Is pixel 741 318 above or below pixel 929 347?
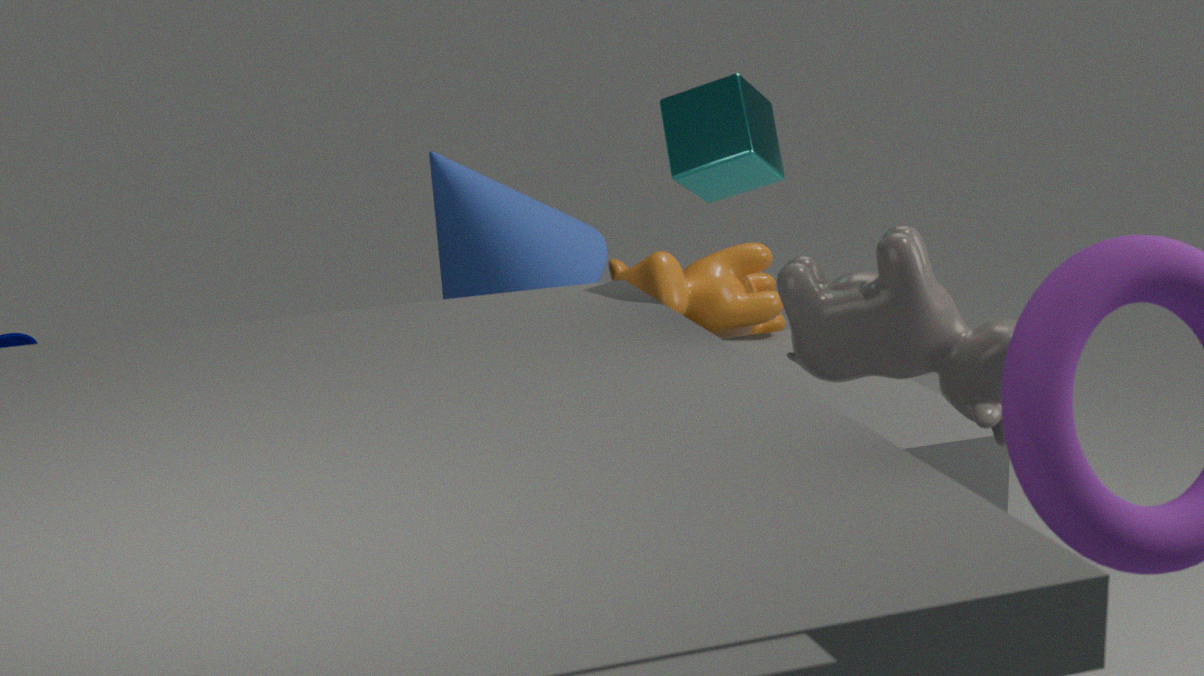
below
